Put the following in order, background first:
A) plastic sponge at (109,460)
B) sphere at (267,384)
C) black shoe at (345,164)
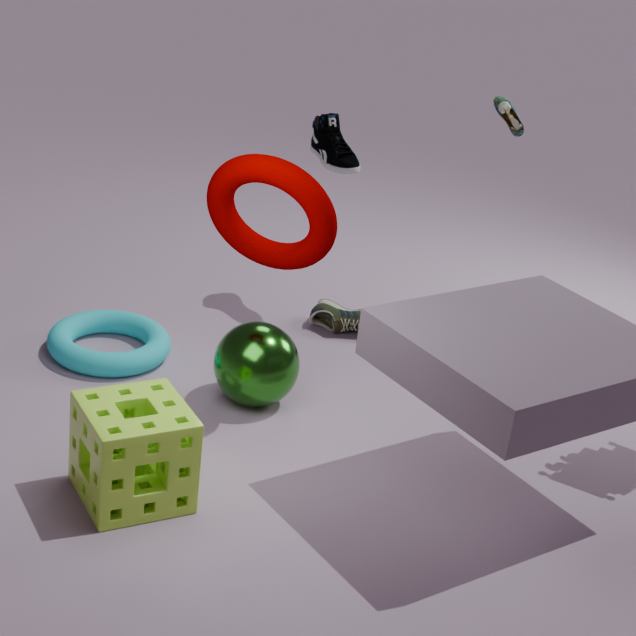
black shoe at (345,164) → sphere at (267,384) → plastic sponge at (109,460)
